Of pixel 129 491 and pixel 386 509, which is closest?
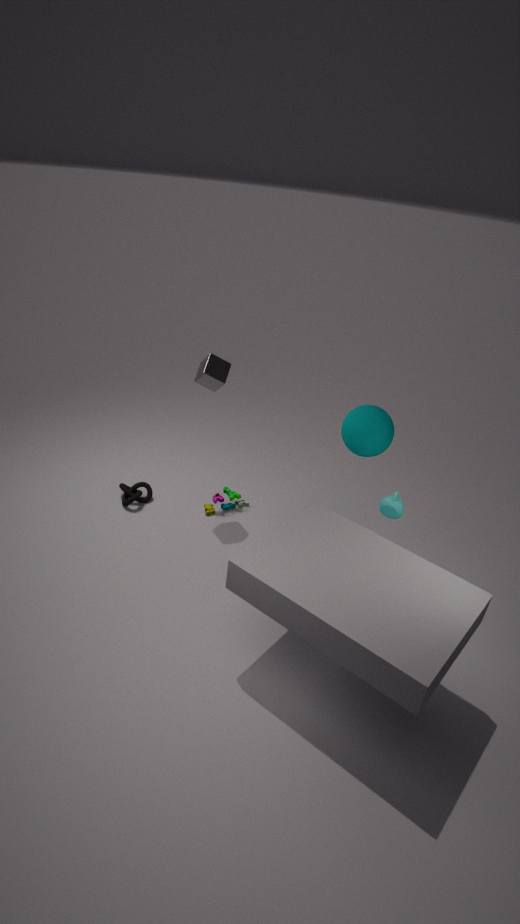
pixel 386 509
